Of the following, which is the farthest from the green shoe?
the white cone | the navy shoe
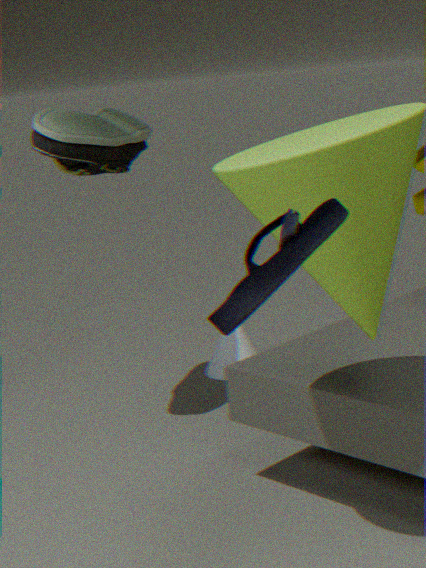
the navy shoe
